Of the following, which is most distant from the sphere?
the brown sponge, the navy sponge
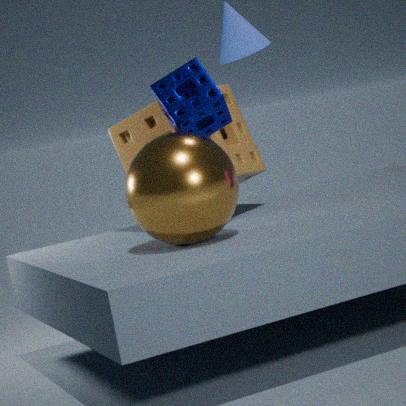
the brown sponge
